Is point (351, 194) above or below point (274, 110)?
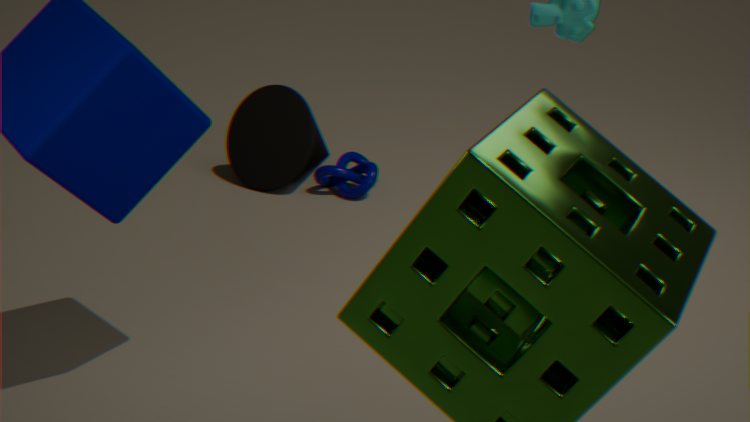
below
